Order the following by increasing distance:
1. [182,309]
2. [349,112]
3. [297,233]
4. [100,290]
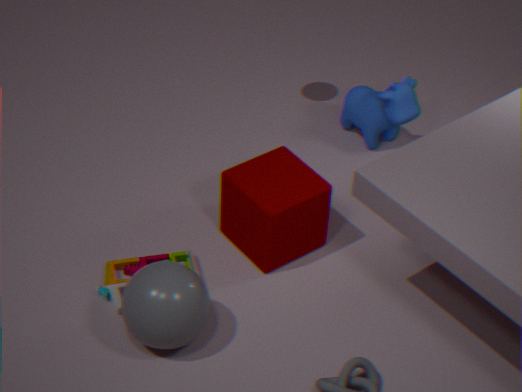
[182,309]
[100,290]
[297,233]
[349,112]
